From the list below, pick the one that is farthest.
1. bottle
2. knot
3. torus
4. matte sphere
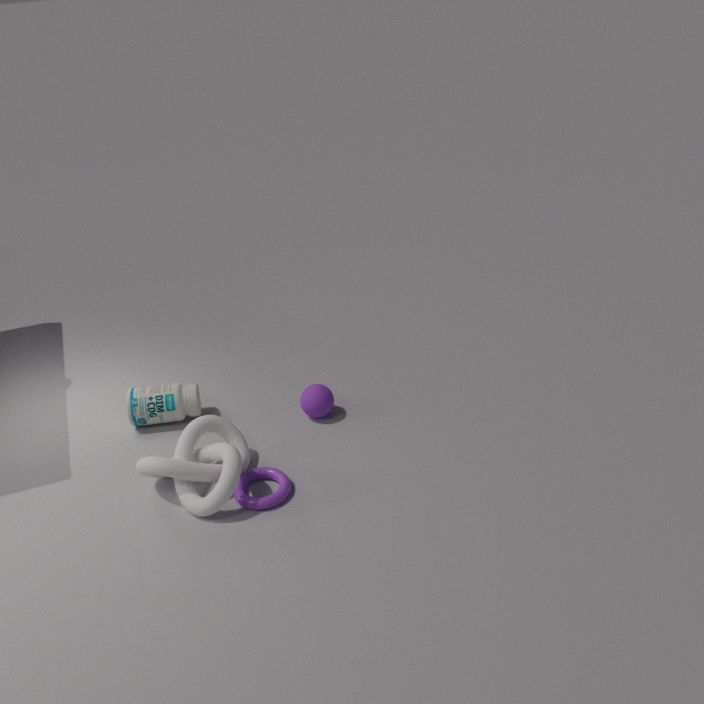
bottle
